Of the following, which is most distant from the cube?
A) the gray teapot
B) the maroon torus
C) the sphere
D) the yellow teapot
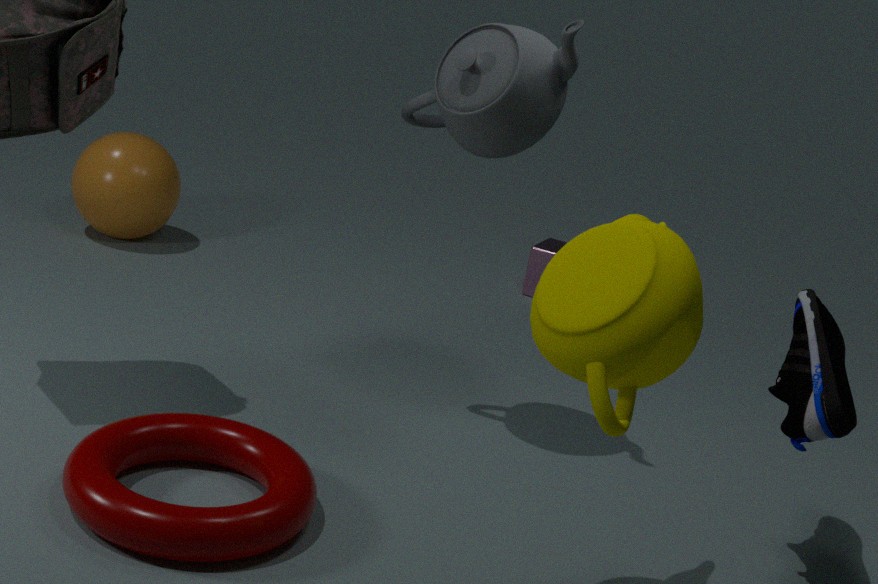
the yellow teapot
